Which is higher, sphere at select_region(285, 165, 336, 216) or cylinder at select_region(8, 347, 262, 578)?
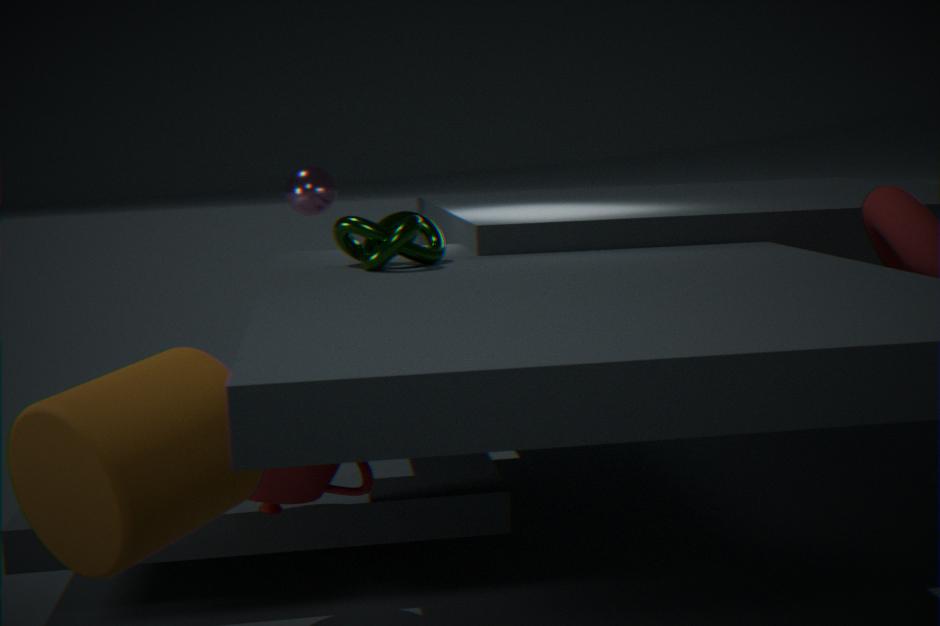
sphere at select_region(285, 165, 336, 216)
